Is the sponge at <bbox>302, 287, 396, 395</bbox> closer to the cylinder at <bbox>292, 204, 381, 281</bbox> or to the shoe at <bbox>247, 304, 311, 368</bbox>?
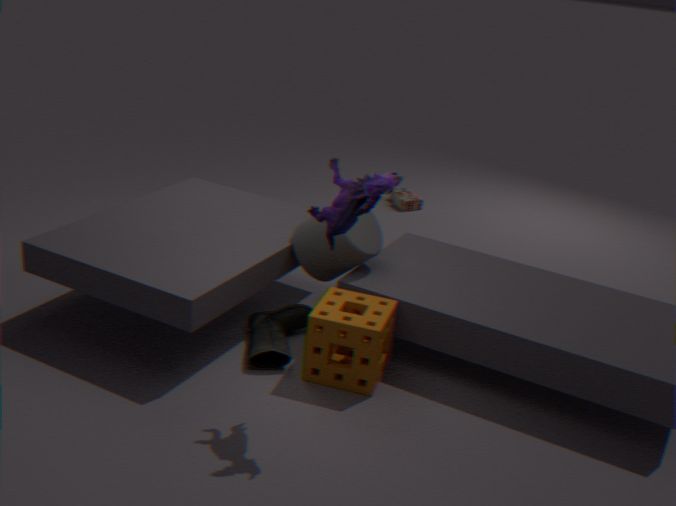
A: the shoe at <bbox>247, 304, 311, 368</bbox>
